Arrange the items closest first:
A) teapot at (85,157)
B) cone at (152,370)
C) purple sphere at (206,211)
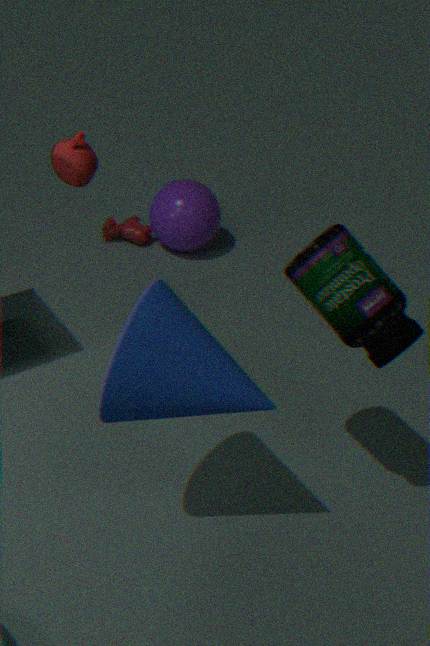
1. cone at (152,370)
2. teapot at (85,157)
3. purple sphere at (206,211)
